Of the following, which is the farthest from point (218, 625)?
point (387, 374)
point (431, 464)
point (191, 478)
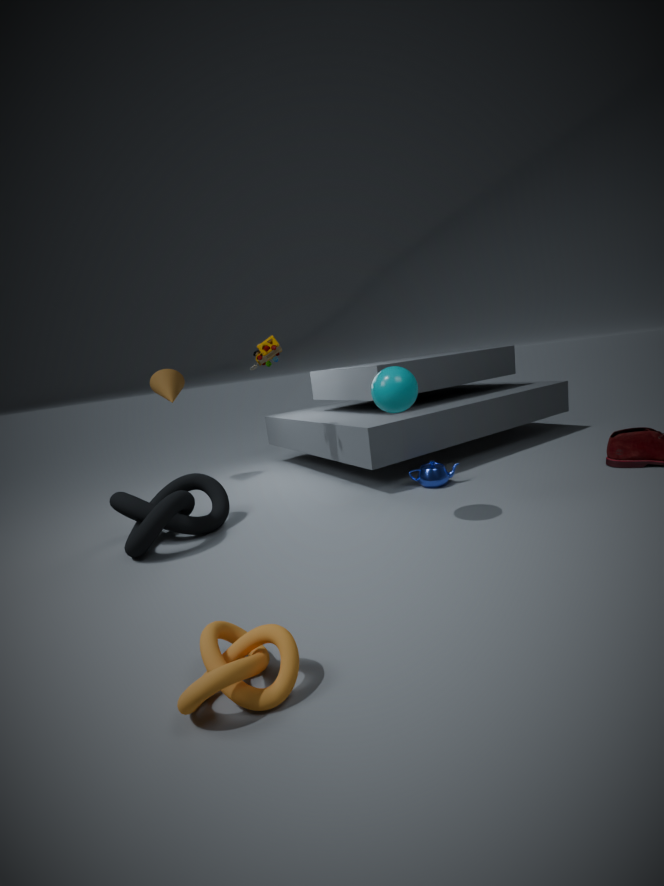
point (431, 464)
